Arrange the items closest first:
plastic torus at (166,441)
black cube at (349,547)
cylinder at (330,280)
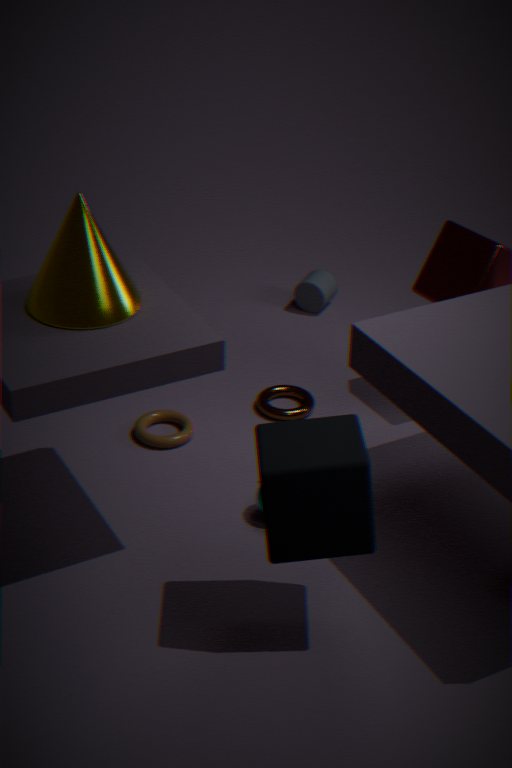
black cube at (349,547) < plastic torus at (166,441) < cylinder at (330,280)
